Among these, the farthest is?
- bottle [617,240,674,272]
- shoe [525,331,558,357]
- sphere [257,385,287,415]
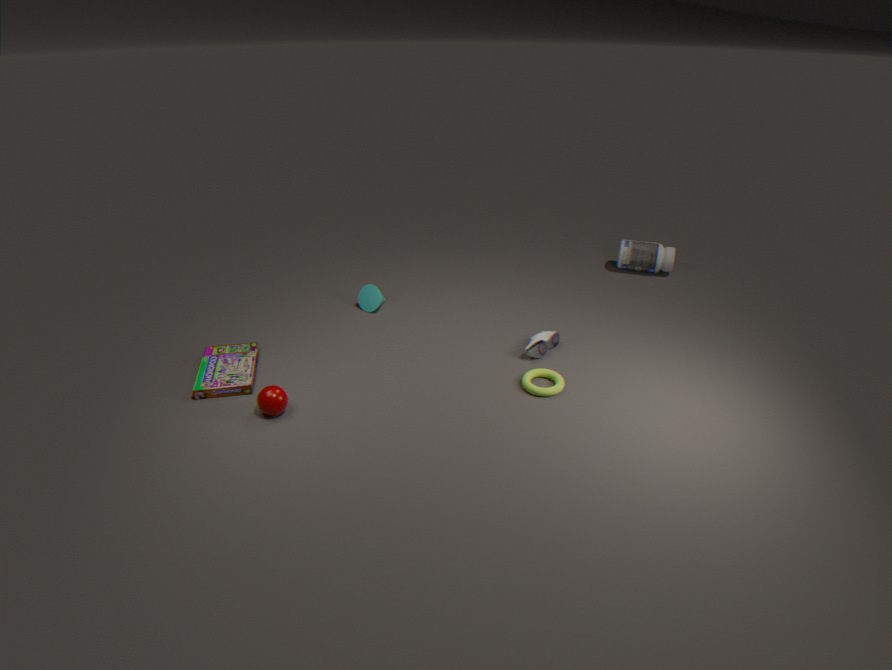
bottle [617,240,674,272]
